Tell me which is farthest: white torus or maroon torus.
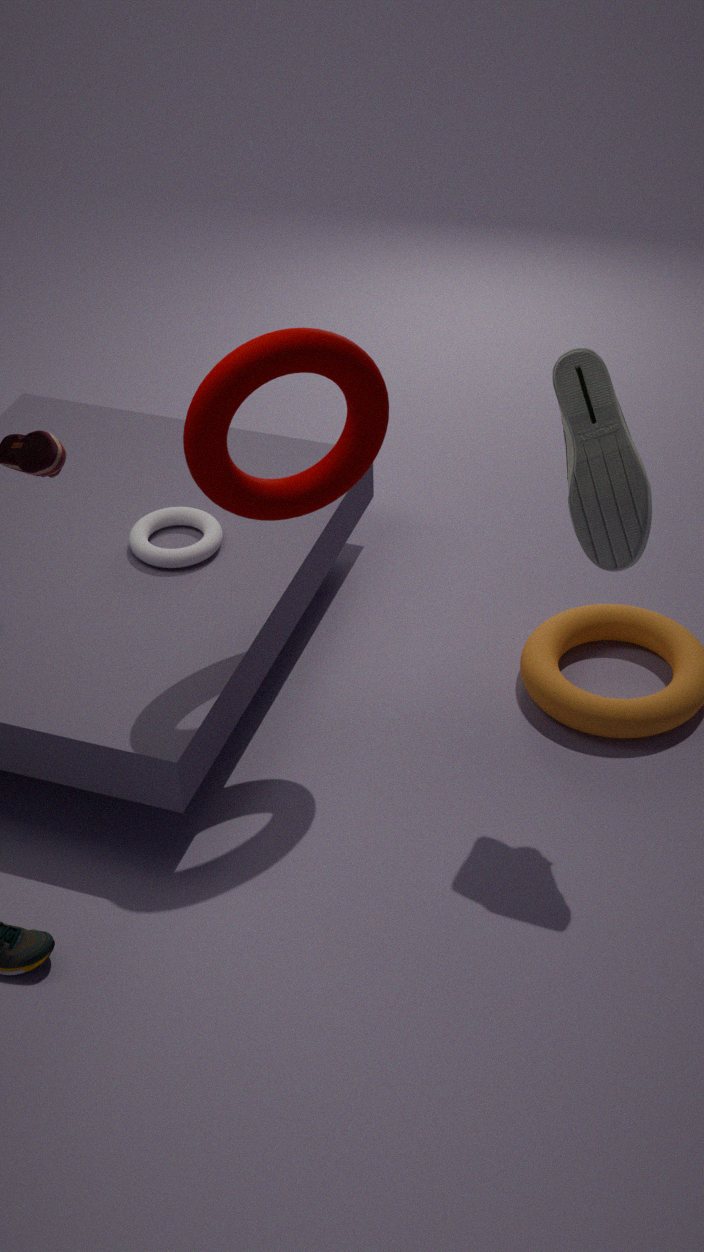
white torus
